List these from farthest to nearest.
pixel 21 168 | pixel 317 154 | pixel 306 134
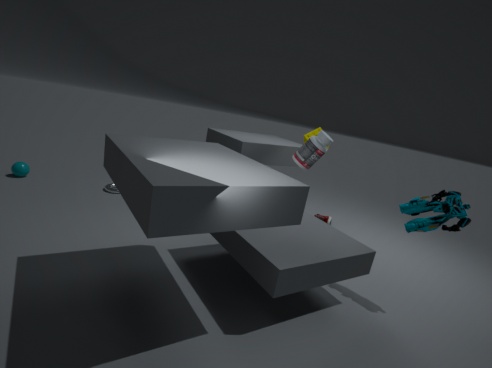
pixel 21 168, pixel 306 134, pixel 317 154
